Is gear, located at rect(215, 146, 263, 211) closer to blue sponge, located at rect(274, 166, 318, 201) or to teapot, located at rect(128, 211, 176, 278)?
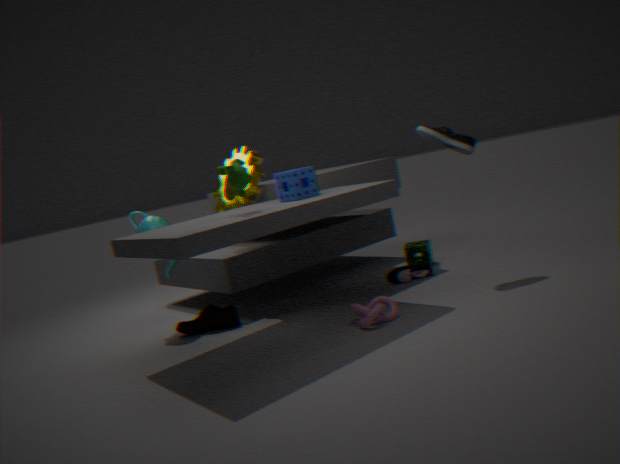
teapot, located at rect(128, 211, 176, 278)
